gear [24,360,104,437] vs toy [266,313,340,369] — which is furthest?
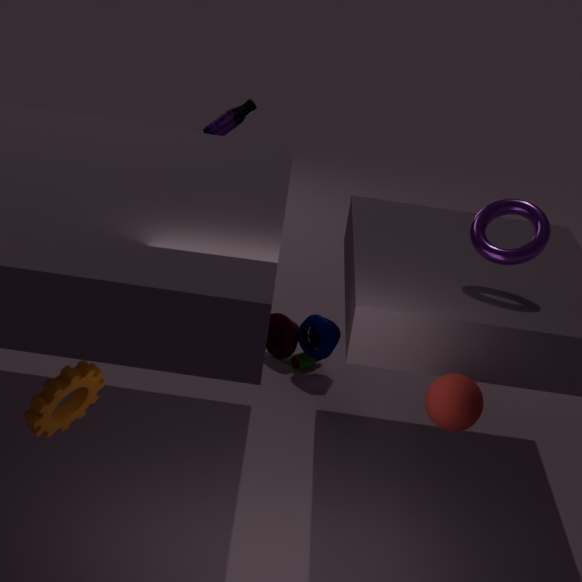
toy [266,313,340,369]
